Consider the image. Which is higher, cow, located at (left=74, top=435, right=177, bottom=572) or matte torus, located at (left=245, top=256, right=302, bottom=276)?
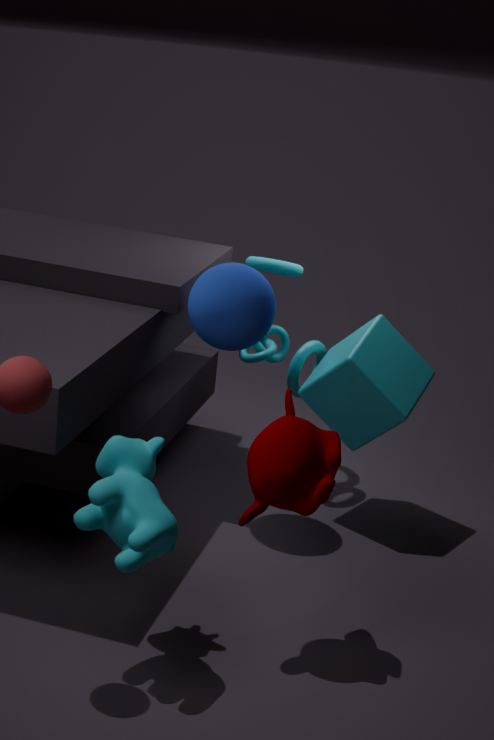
matte torus, located at (left=245, top=256, right=302, bottom=276)
